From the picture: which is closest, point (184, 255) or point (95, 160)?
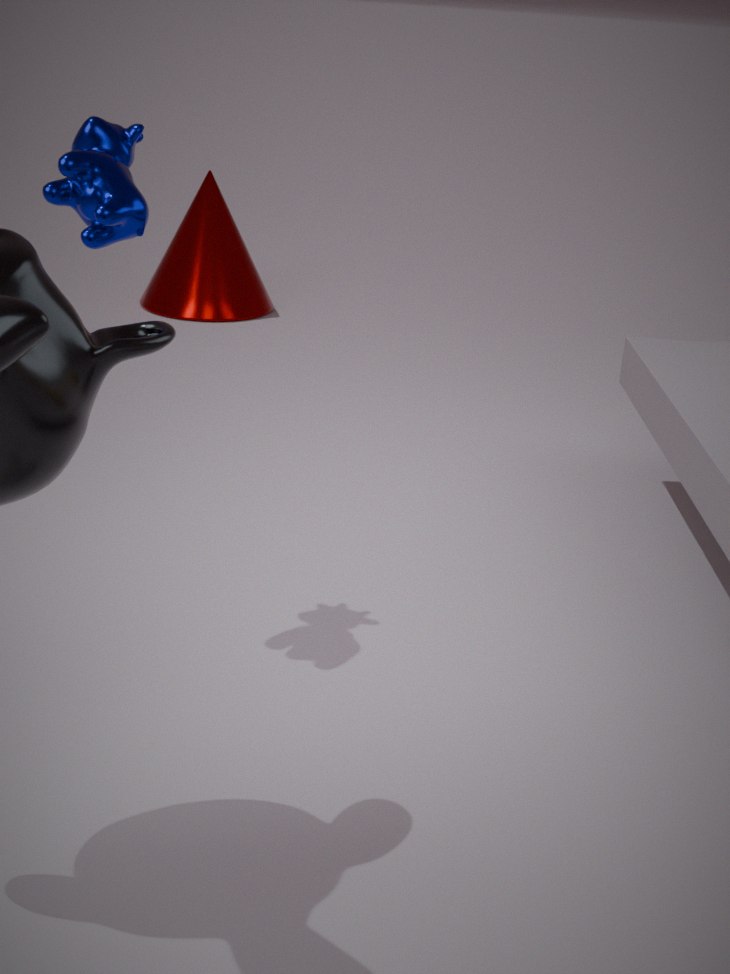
point (95, 160)
